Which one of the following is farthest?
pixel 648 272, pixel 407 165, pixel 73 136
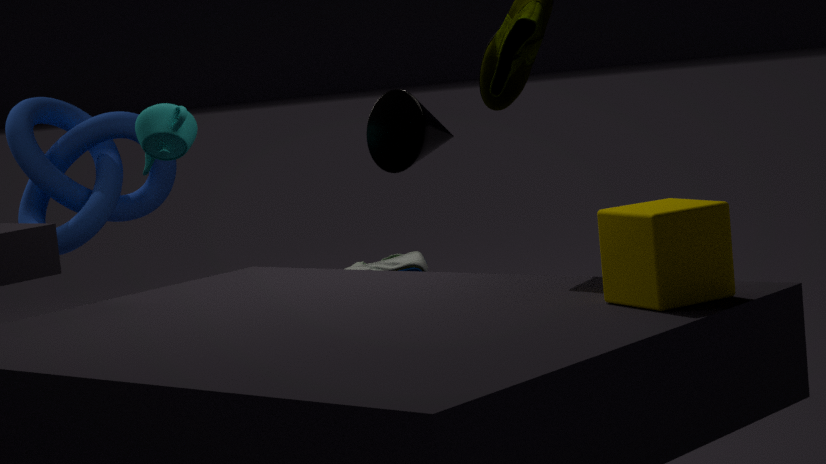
pixel 73 136
